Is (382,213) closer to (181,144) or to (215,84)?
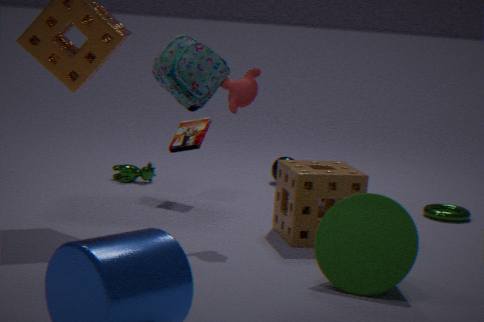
(215,84)
